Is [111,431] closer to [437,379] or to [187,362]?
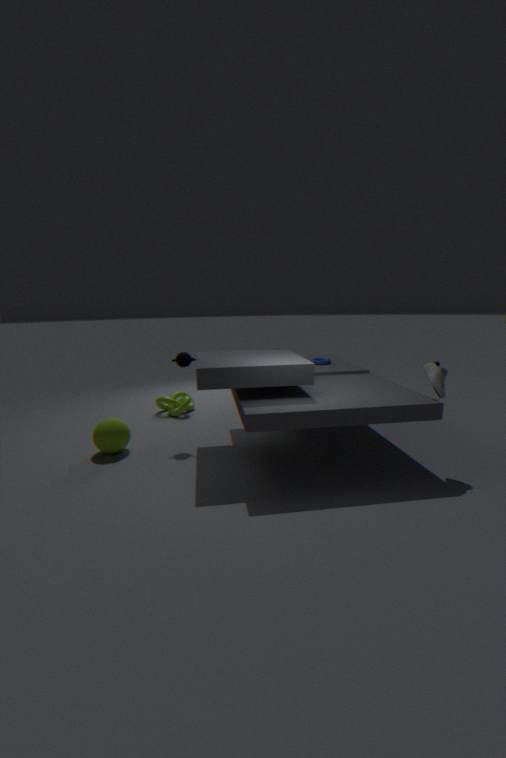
[187,362]
